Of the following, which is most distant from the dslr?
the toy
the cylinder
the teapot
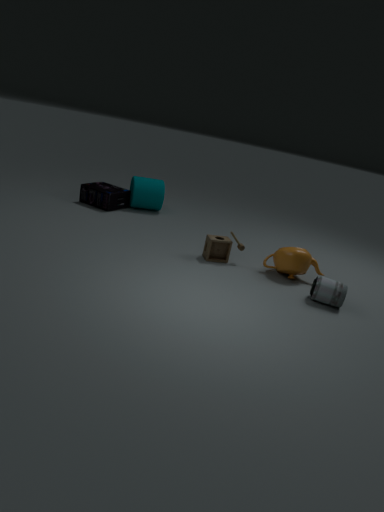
the cylinder
